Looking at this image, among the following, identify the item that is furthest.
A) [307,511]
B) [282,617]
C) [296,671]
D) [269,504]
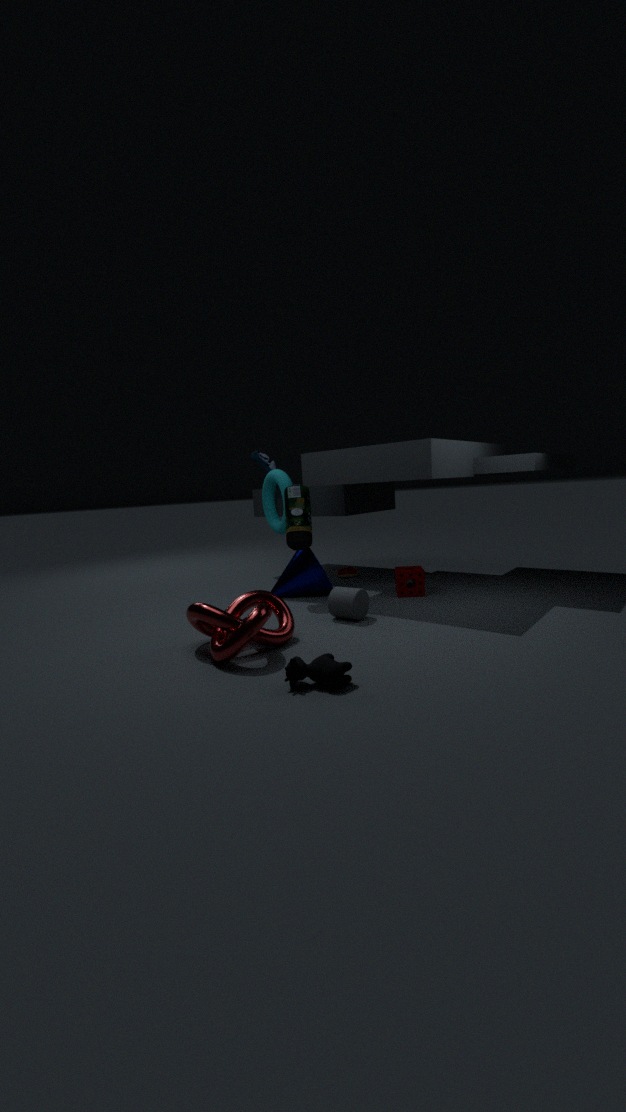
[269,504]
